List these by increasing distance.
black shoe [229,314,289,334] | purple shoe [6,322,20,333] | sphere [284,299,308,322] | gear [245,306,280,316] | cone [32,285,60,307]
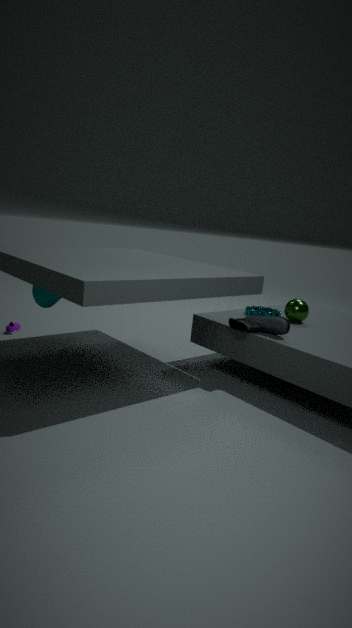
cone [32,285,60,307], black shoe [229,314,289,334], sphere [284,299,308,322], gear [245,306,280,316], purple shoe [6,322,20,333]
